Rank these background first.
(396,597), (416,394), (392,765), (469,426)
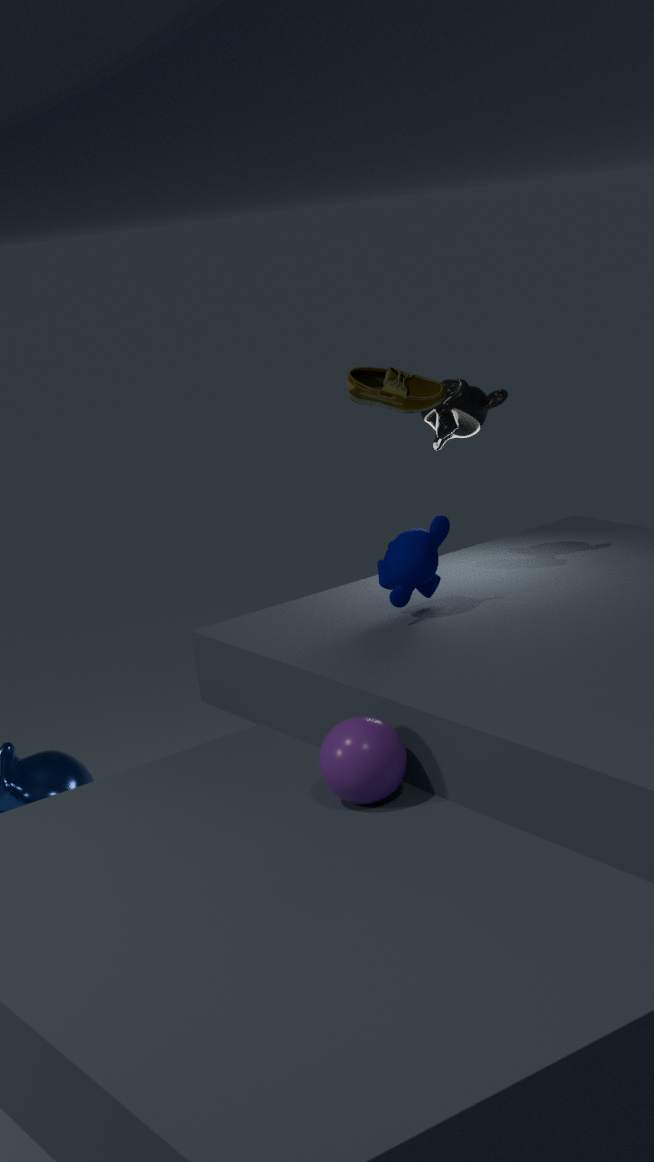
(469,426), (416,394), (396,597), (392,765)
